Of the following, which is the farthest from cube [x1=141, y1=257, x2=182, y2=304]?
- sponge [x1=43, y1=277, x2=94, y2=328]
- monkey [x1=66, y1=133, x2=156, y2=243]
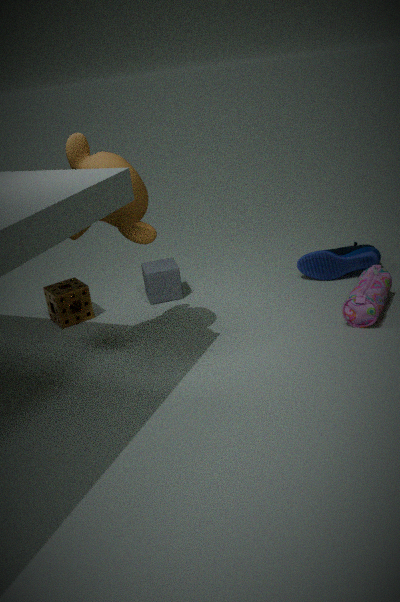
monkey [x1=66, y1=133, x2=156, y2=243]
